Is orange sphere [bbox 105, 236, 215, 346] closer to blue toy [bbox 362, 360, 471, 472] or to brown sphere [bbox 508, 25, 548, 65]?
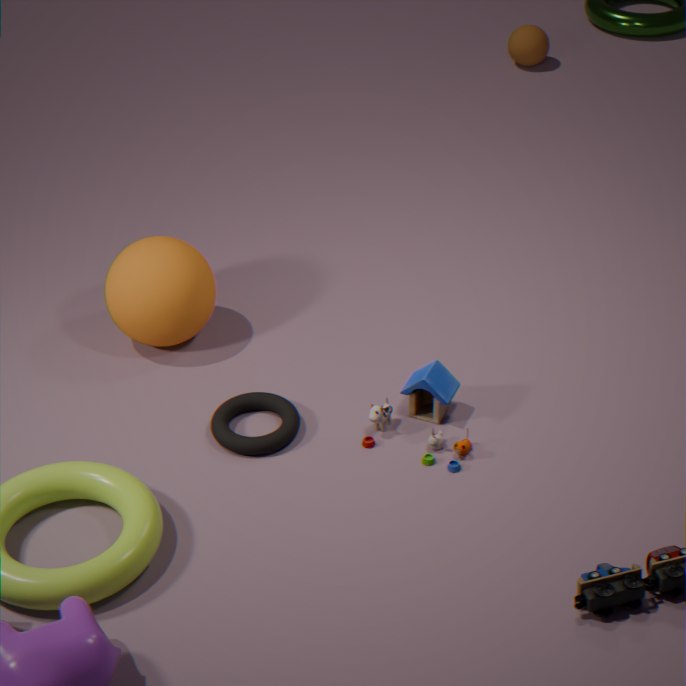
blue toy [bbox 362, 360, 471, 472]
